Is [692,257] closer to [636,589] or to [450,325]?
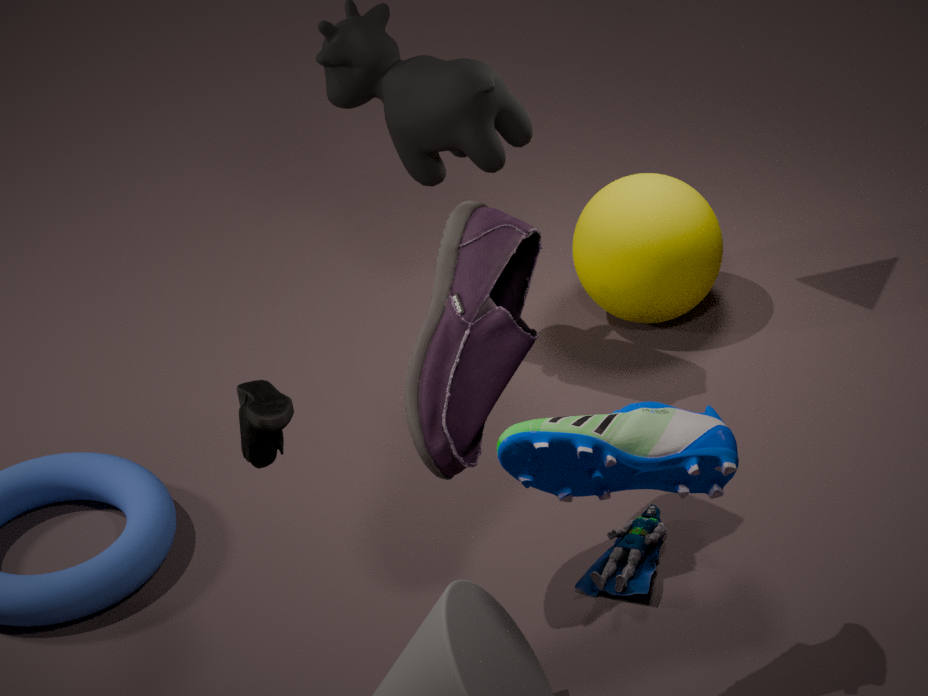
[636,589]
